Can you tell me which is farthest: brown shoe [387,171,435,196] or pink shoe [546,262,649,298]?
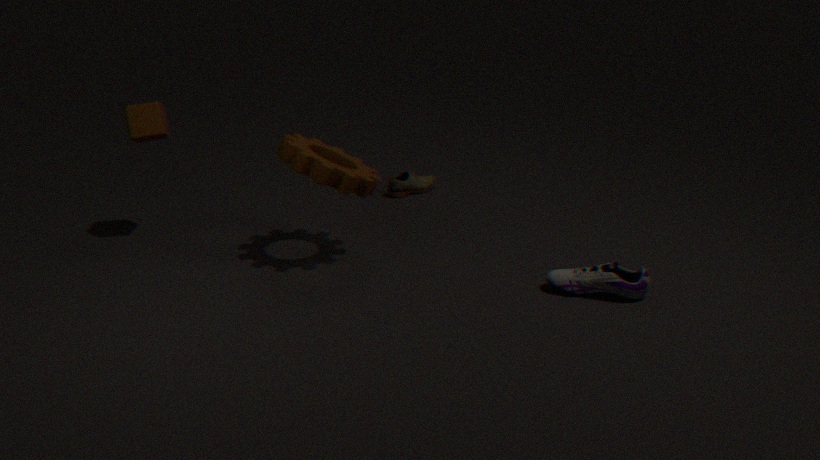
brown shoe [387,171,435,196]
